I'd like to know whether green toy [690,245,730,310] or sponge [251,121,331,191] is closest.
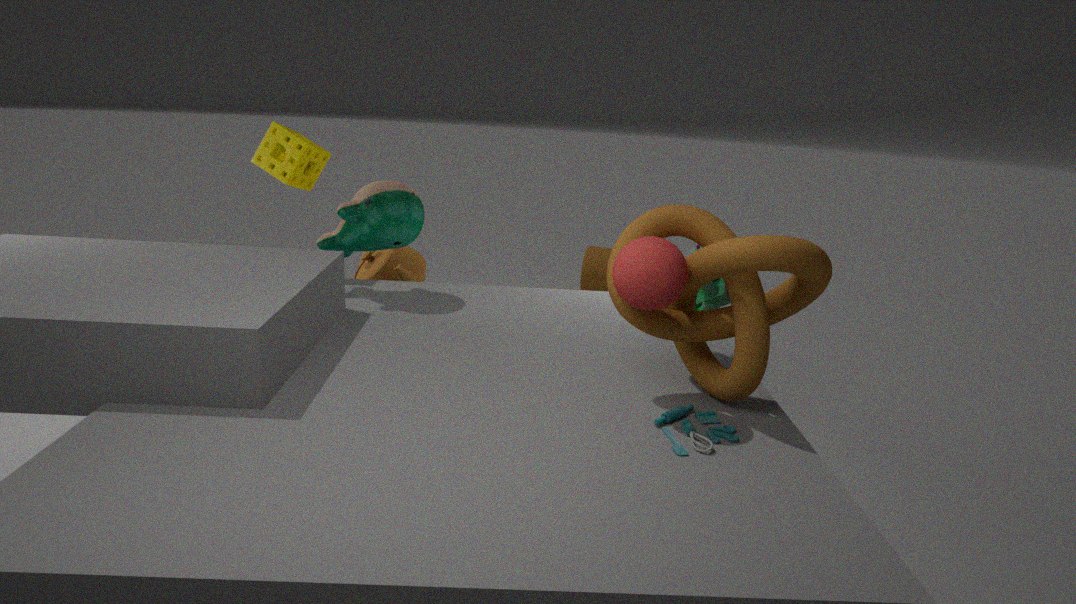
green toy [690,245,730,310]
